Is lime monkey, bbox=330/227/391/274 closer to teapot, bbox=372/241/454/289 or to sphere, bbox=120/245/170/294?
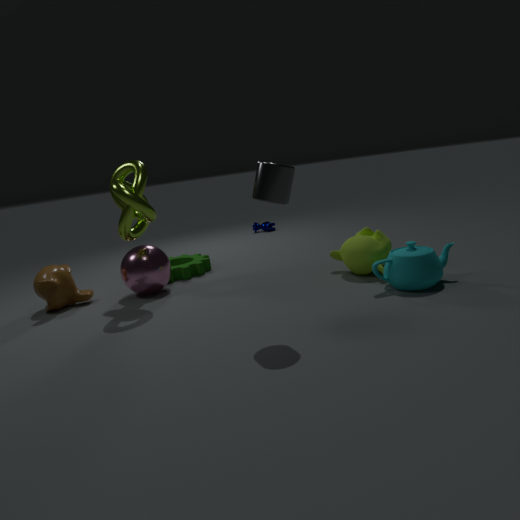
teapot, bbox=372/241/454/289
